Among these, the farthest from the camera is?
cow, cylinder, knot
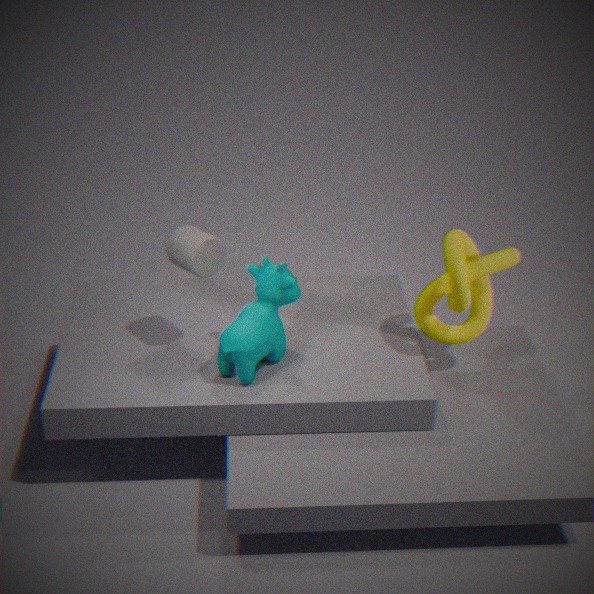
knot
